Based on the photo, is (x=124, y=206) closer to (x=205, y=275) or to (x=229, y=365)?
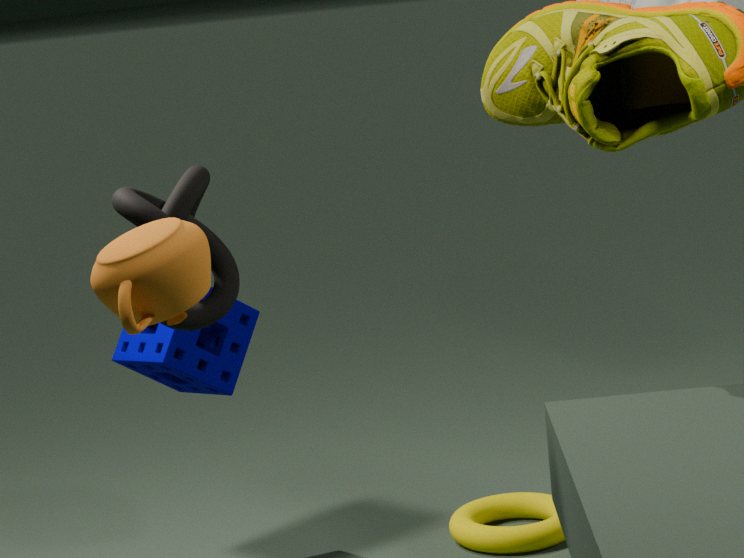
(x=205, y=275)
